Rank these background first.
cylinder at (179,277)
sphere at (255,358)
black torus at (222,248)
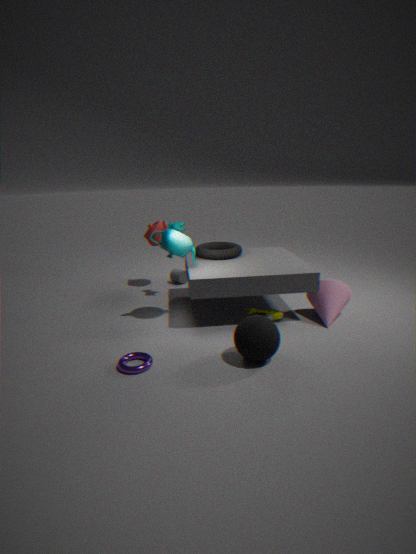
cylinder at (179,277), black torus at (222,248), sphere at (255,358)
